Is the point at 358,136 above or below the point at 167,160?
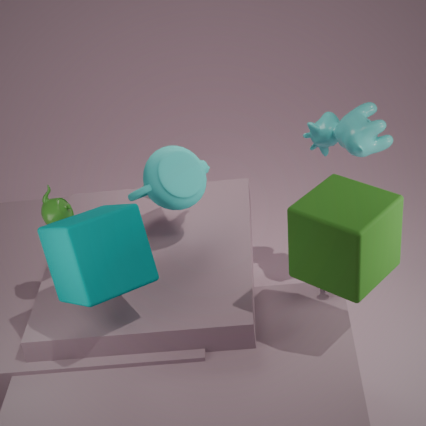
below
